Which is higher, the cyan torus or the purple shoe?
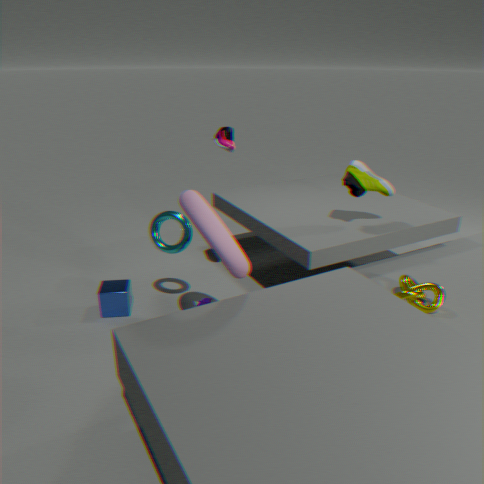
the purple shoe
